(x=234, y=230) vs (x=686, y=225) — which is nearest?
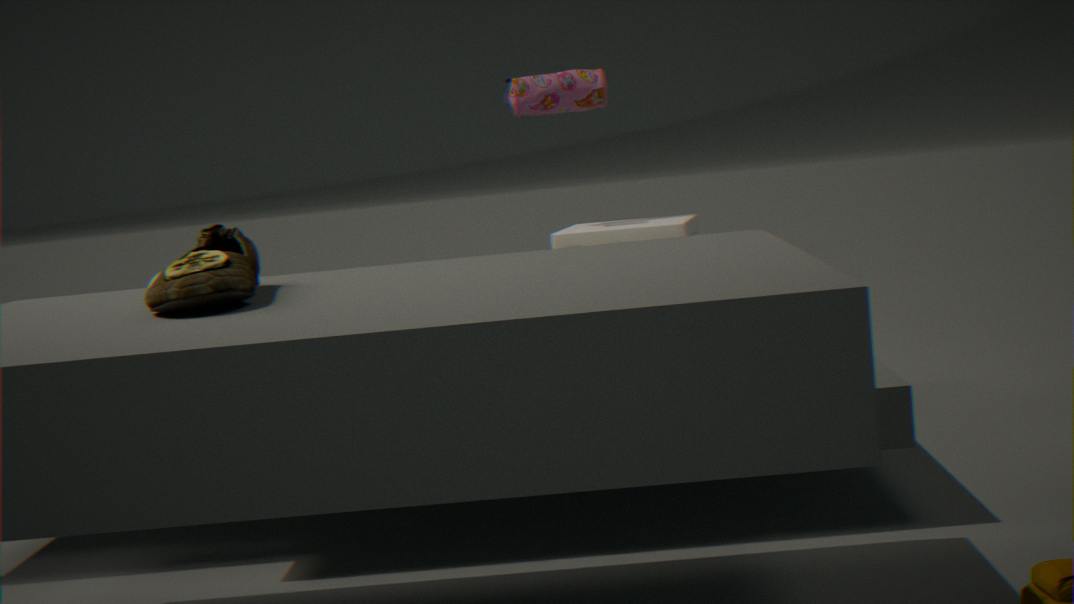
(x=234, y=230)
